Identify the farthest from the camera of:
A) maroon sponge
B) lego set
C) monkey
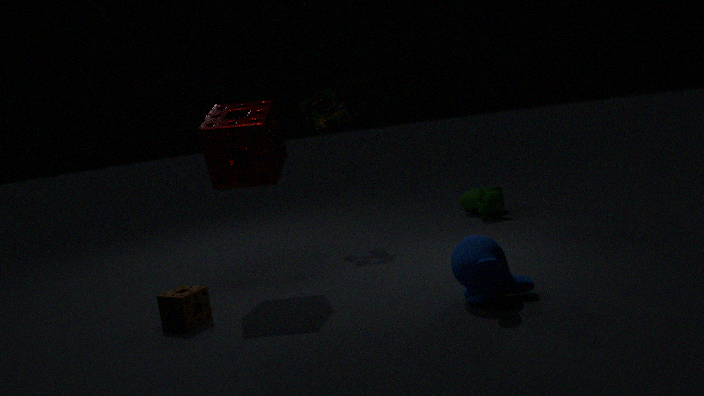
lego set
